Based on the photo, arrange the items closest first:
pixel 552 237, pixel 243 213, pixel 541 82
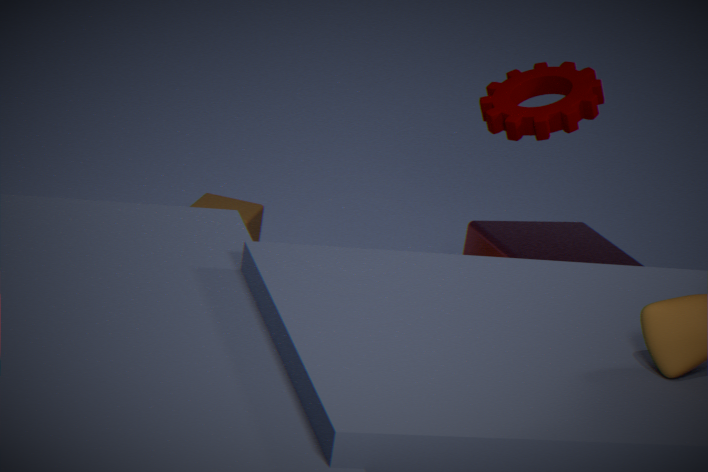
pixel 541 82
pixel 552 237
pixel 243 213
